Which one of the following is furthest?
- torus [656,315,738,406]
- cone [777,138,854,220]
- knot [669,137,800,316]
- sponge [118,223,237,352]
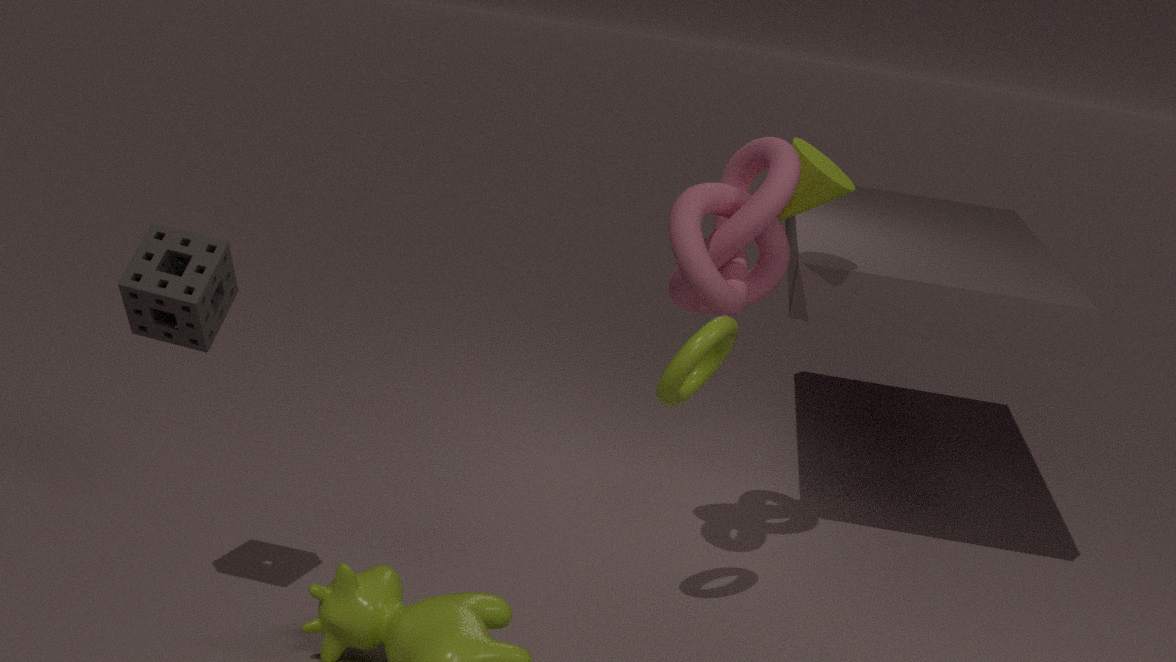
cone [777,138,854,220]
